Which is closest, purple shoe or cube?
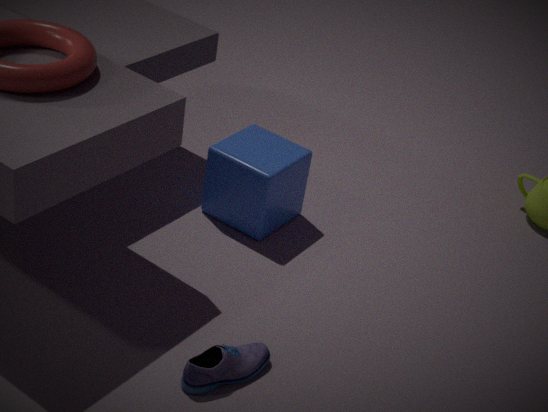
purple shoe
